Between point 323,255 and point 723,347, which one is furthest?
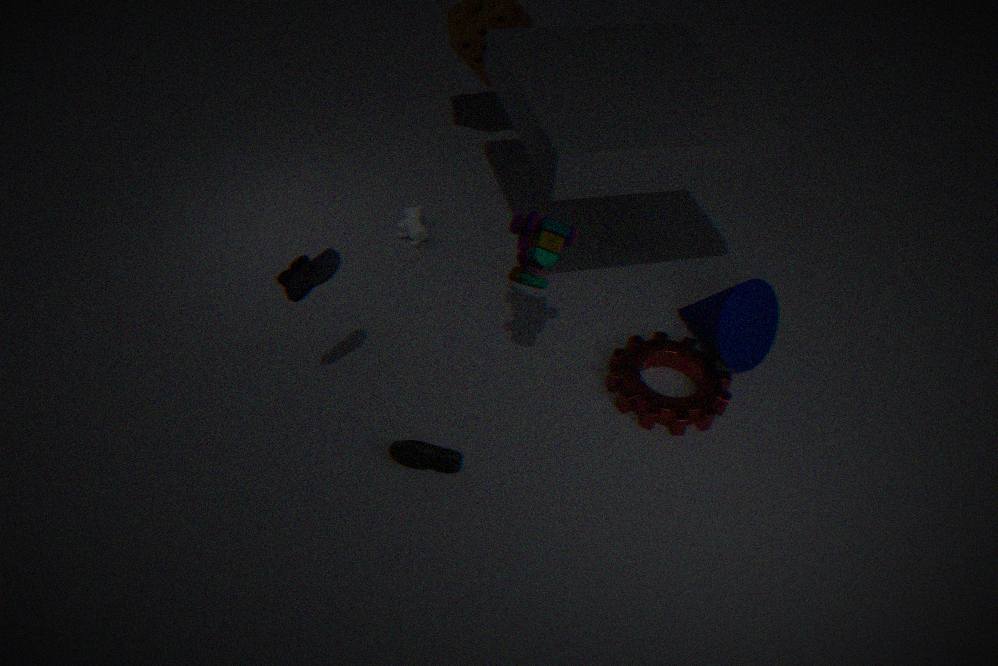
point 723,347
